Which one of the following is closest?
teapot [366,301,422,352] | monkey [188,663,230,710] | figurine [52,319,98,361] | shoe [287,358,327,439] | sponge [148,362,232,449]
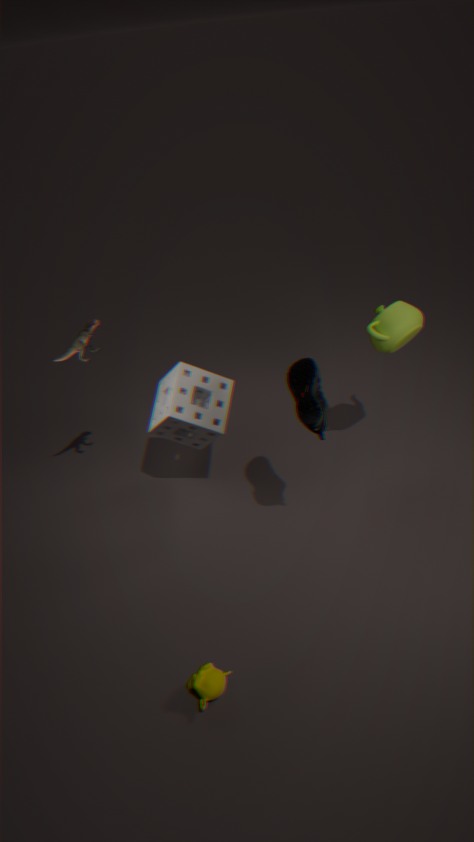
monkey [188,663,230,710]
